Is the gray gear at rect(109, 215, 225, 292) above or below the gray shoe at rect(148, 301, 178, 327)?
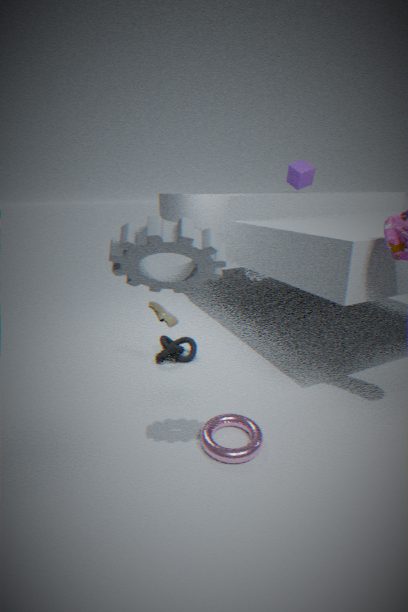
above
